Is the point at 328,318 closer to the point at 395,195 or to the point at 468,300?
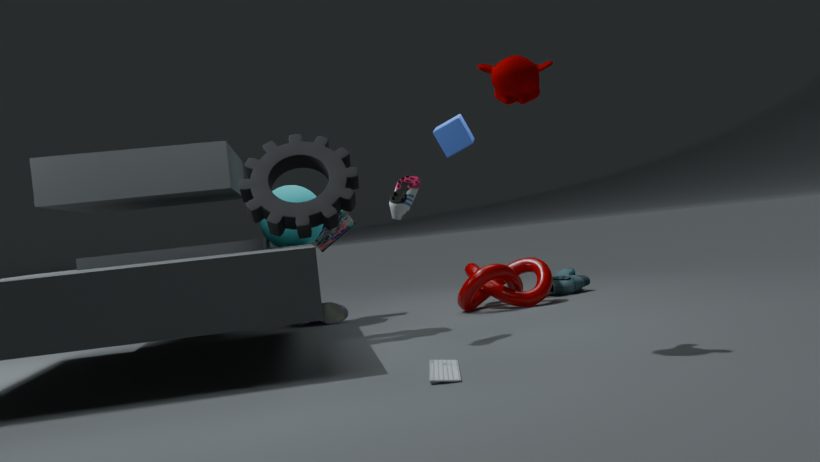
the point at 468,300
